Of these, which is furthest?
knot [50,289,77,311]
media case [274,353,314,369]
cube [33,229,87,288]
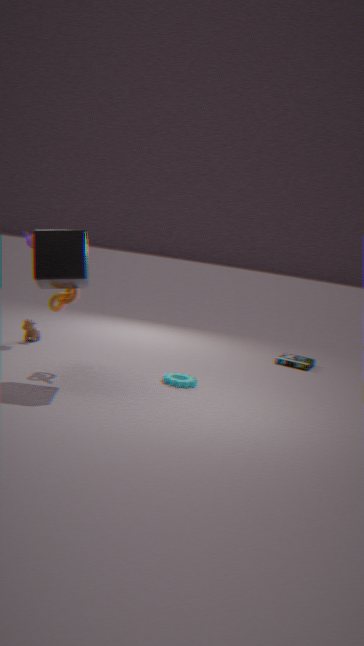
media case [274,353,314,369]
